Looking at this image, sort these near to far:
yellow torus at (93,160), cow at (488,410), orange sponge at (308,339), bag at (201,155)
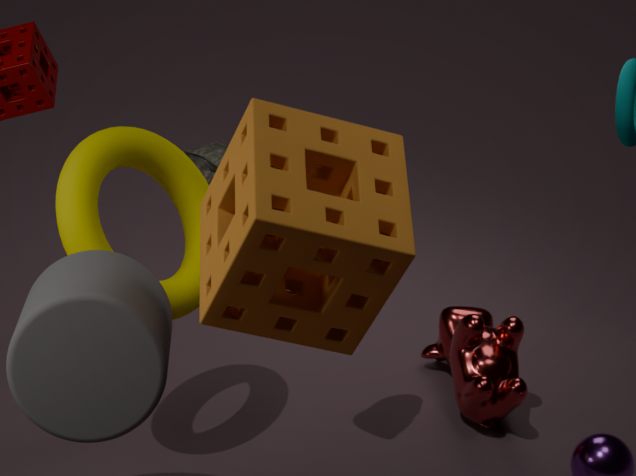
orange sponge at (308,339), yellow torus at (93,160), cow at (488,410), bag at (201,155)
